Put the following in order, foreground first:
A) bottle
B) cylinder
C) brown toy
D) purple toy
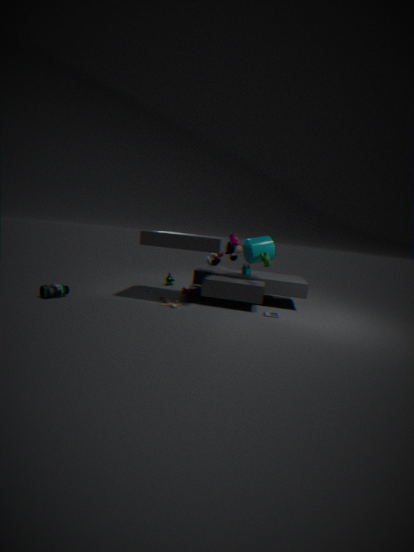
bottle < brown toy < cylinder < purple toy
